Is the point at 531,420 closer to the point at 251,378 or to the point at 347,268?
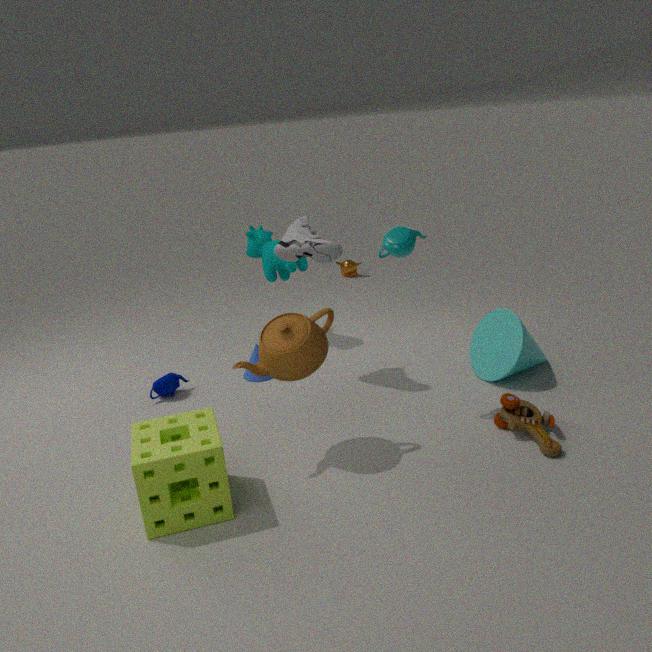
the point at 251,378
